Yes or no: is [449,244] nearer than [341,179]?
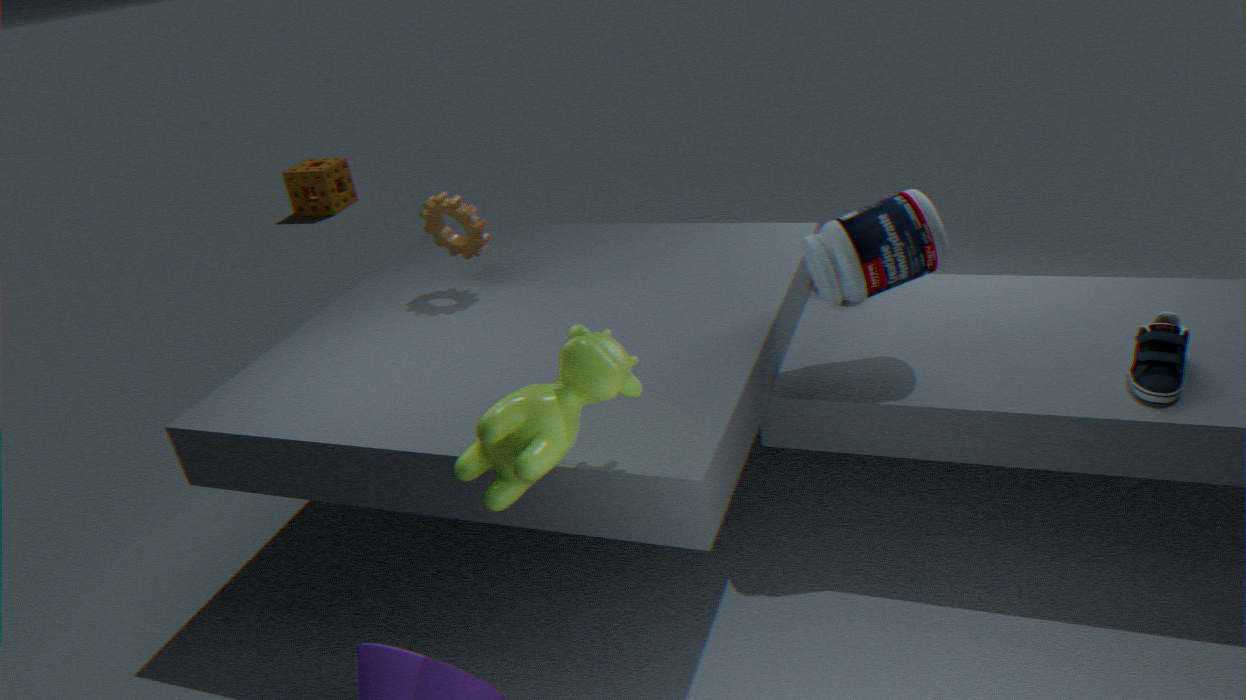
Yes
